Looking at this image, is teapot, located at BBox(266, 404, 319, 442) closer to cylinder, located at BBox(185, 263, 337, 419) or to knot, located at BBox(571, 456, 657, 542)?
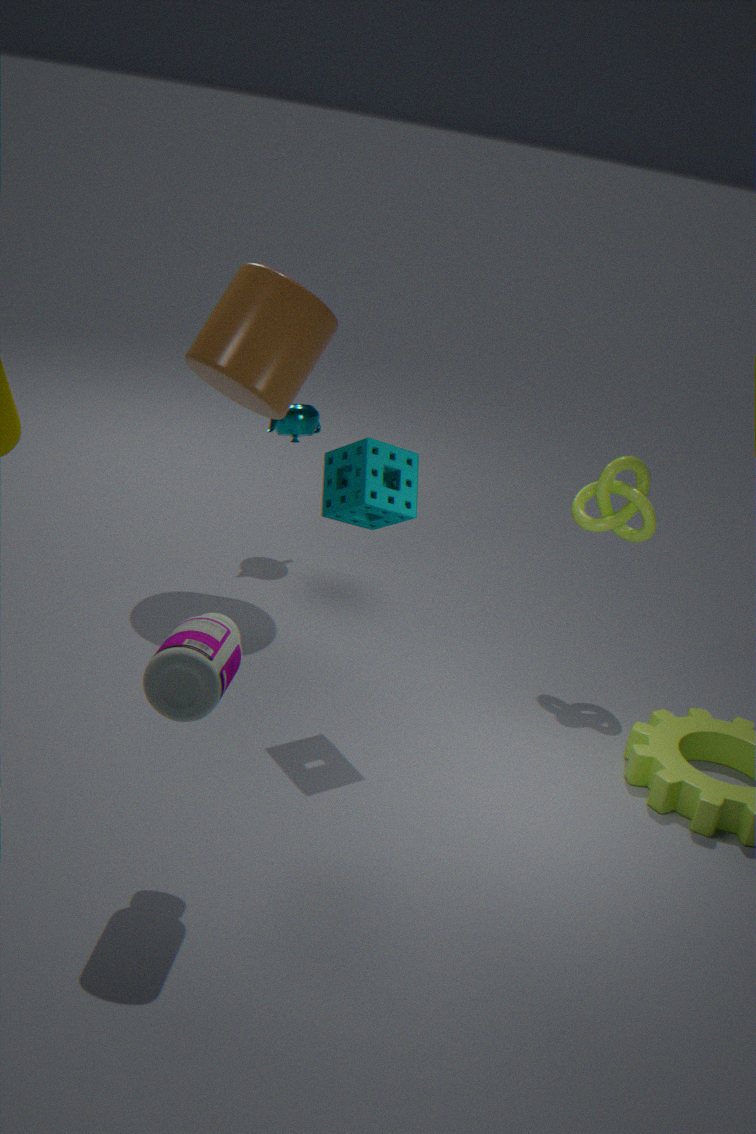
cylinder, located at BBox(185, 263, 337, 419)
